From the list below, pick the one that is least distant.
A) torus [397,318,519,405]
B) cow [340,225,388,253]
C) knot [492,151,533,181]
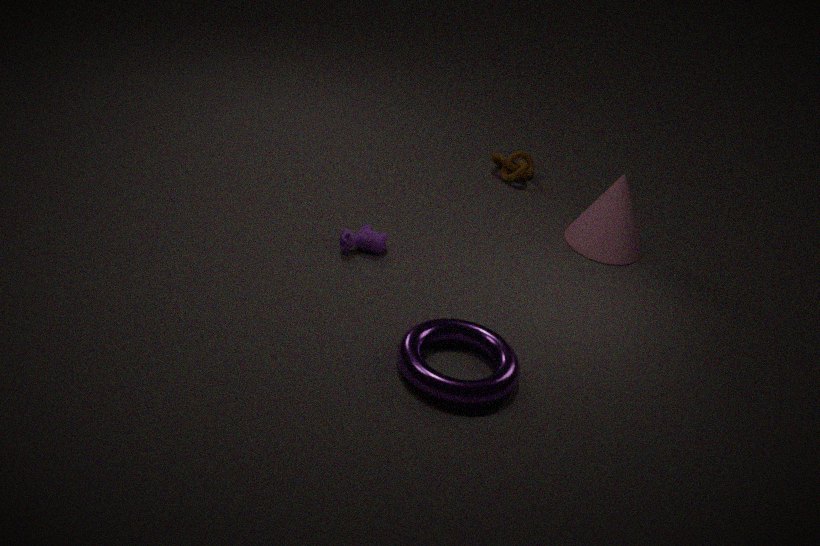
torus [397,318,519,405]
